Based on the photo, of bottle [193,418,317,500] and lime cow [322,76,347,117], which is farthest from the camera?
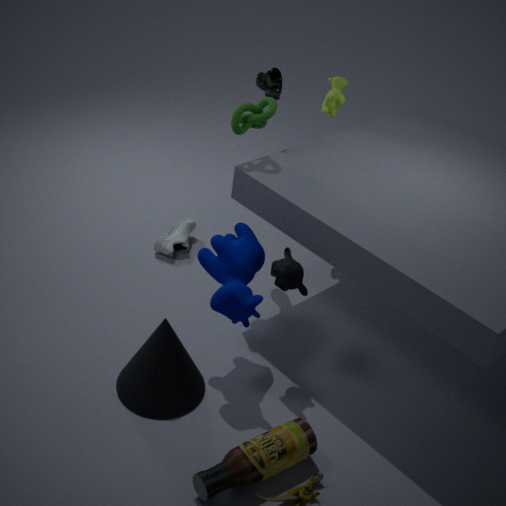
lime cow [322,76,347,117]
